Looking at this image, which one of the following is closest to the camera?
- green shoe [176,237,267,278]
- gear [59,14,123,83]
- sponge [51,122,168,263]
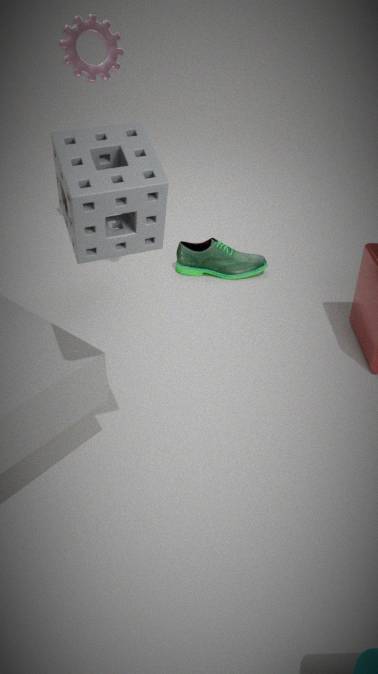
sponge [51,122,168,263]
